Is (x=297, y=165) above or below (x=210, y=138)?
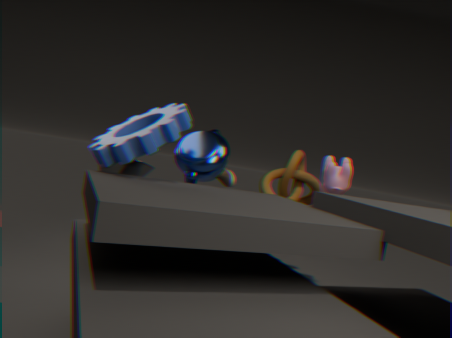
below
